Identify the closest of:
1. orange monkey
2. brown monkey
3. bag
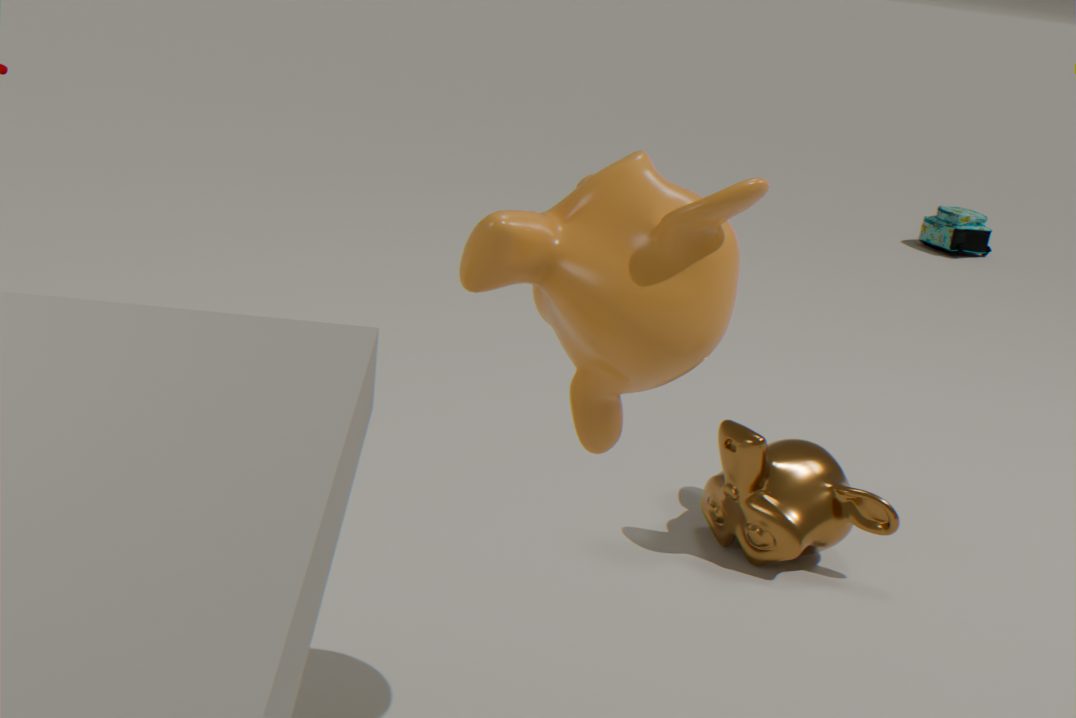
orange monkey
